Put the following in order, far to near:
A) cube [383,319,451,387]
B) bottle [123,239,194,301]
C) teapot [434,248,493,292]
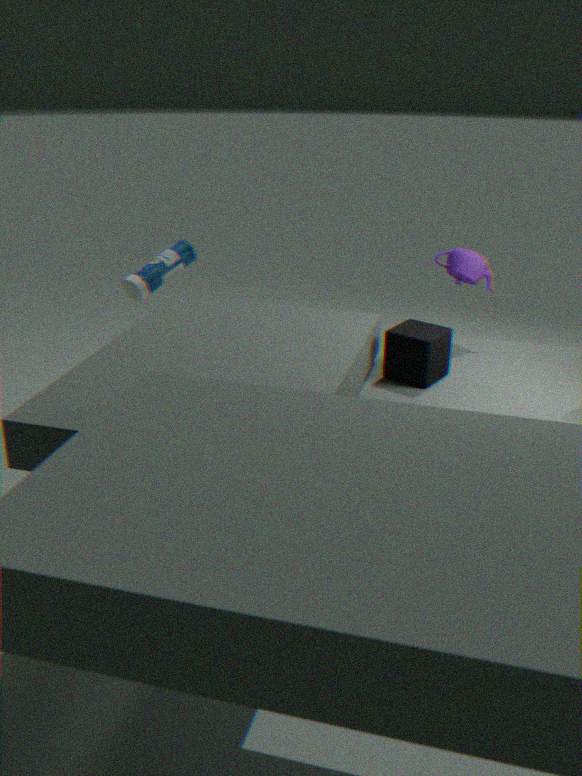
bottle [123,239,194,301] < teapot [434,248,493,292] < cube [383,319,451,387]
